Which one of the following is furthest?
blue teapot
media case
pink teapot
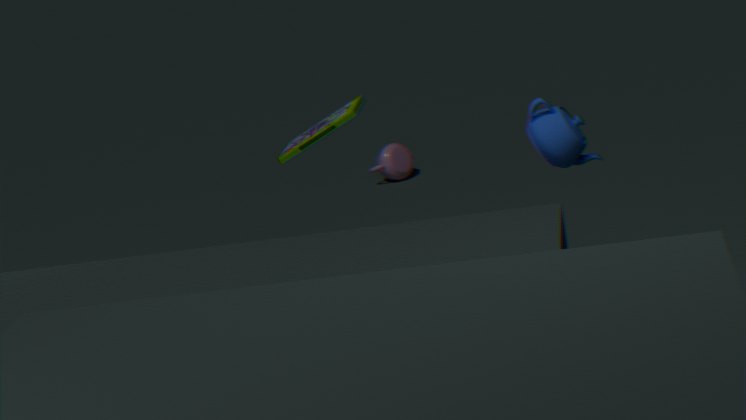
pink teapot
